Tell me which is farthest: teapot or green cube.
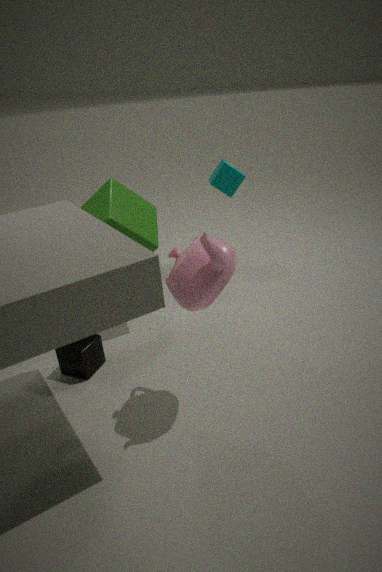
green cube
